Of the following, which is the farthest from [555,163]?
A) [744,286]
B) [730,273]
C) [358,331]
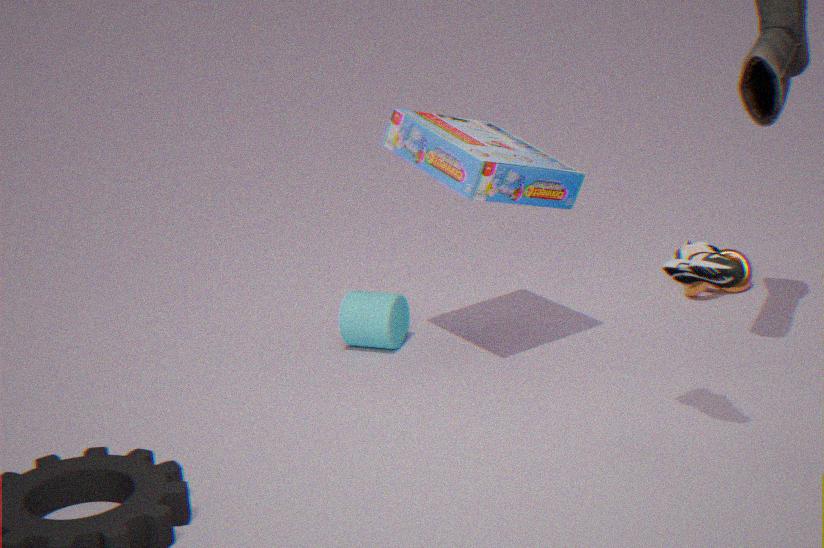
[744,286]
